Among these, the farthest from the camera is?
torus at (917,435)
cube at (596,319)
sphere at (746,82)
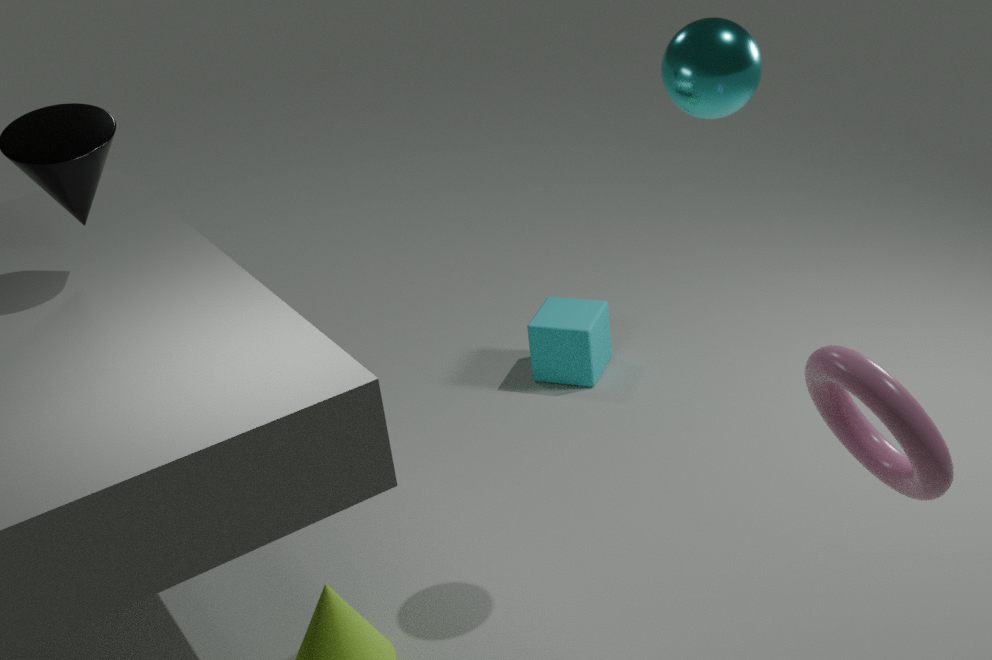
cube at (596,319)
